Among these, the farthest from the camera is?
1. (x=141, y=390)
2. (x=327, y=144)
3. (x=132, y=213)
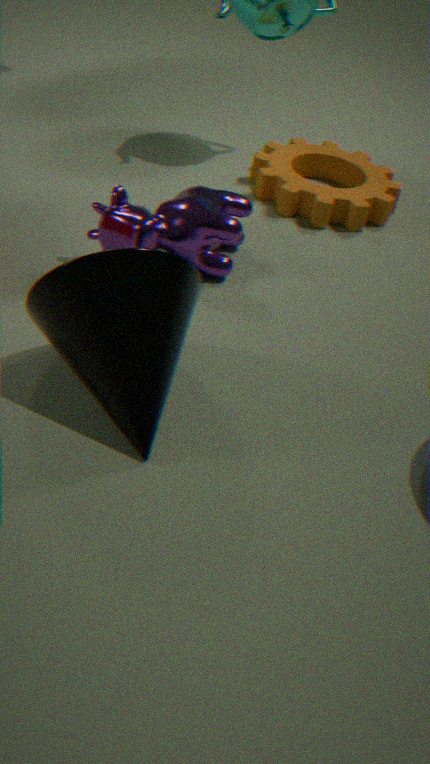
(x=327, y=144)
